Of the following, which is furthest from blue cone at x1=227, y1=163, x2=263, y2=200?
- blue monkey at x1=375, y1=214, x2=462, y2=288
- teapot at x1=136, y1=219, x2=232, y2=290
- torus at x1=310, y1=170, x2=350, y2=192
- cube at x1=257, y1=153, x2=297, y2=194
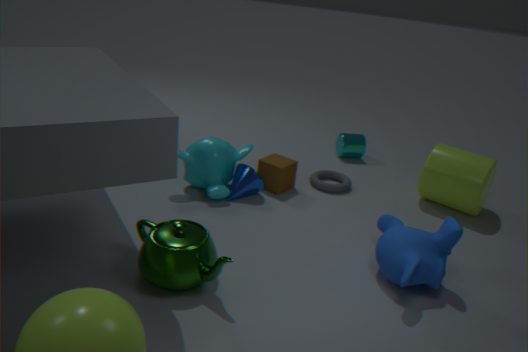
blue monkey at x1=375, y1=214, x2=462, y2=288
